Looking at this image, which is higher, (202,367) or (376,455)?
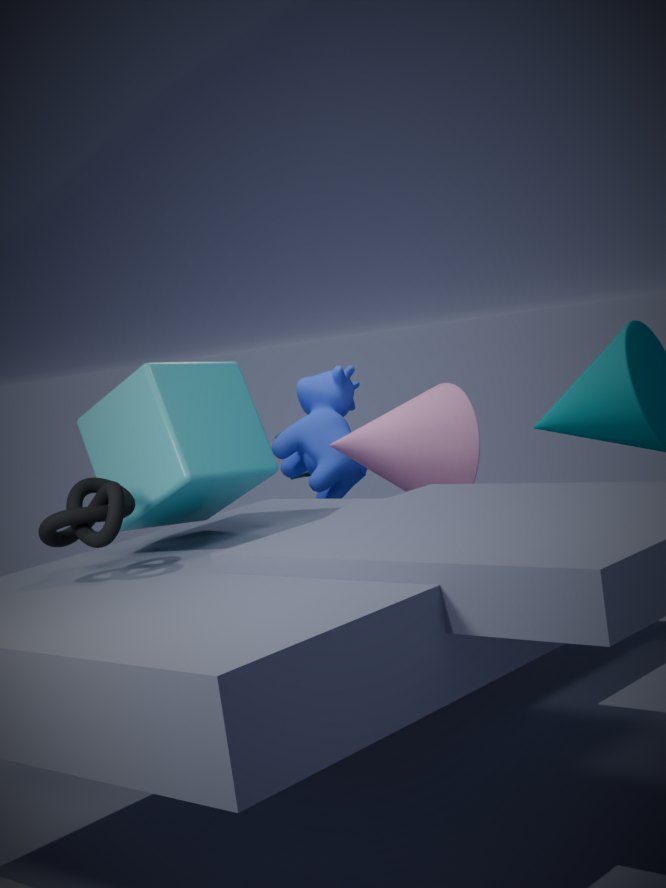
(202,367)
